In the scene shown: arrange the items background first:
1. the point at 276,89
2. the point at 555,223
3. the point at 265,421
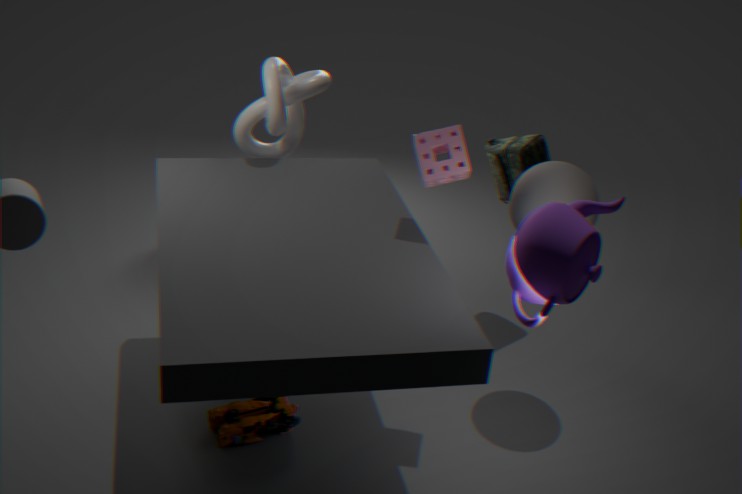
the point at 276,89
the point at 265,421
the point at 555,223
